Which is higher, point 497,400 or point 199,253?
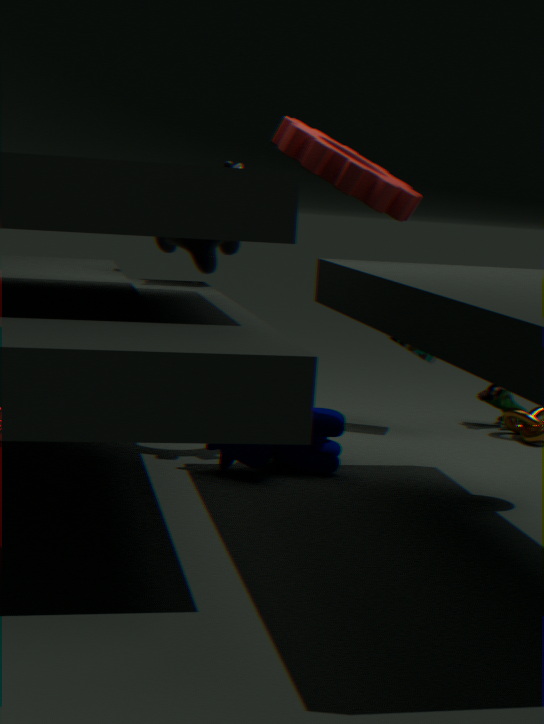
point 199,253
